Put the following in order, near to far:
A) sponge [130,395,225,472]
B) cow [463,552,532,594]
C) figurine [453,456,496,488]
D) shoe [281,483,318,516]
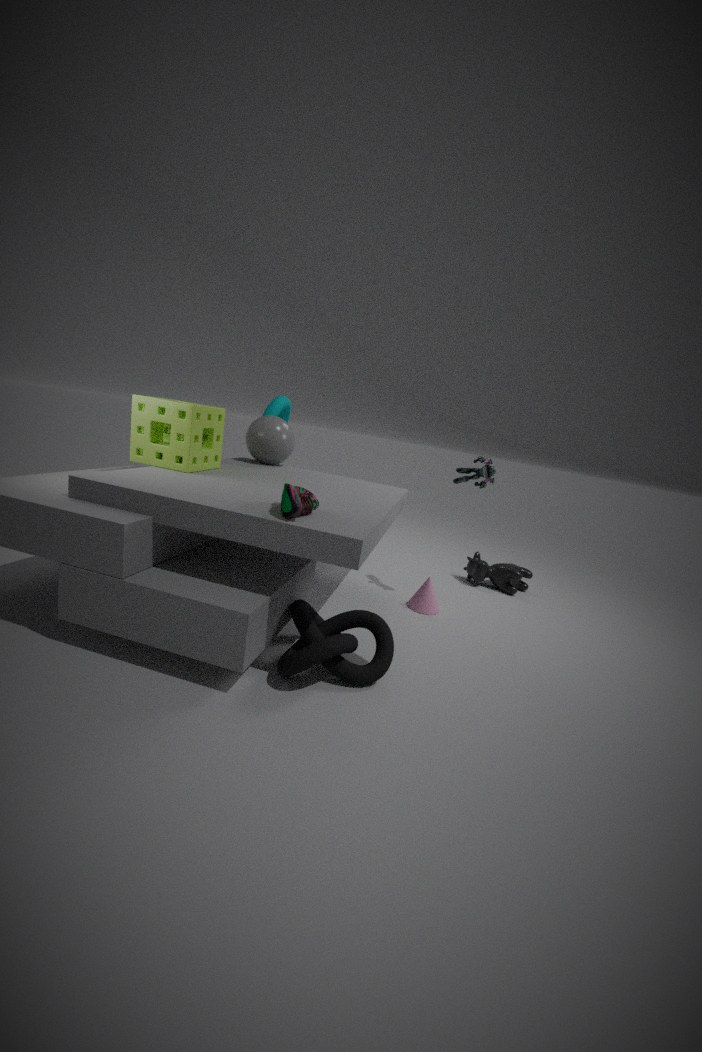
shoe [281,483,318,516]
sponge [130,395,225,472]
figurine [453,456,496,488]
cow [463,552,532,594]
